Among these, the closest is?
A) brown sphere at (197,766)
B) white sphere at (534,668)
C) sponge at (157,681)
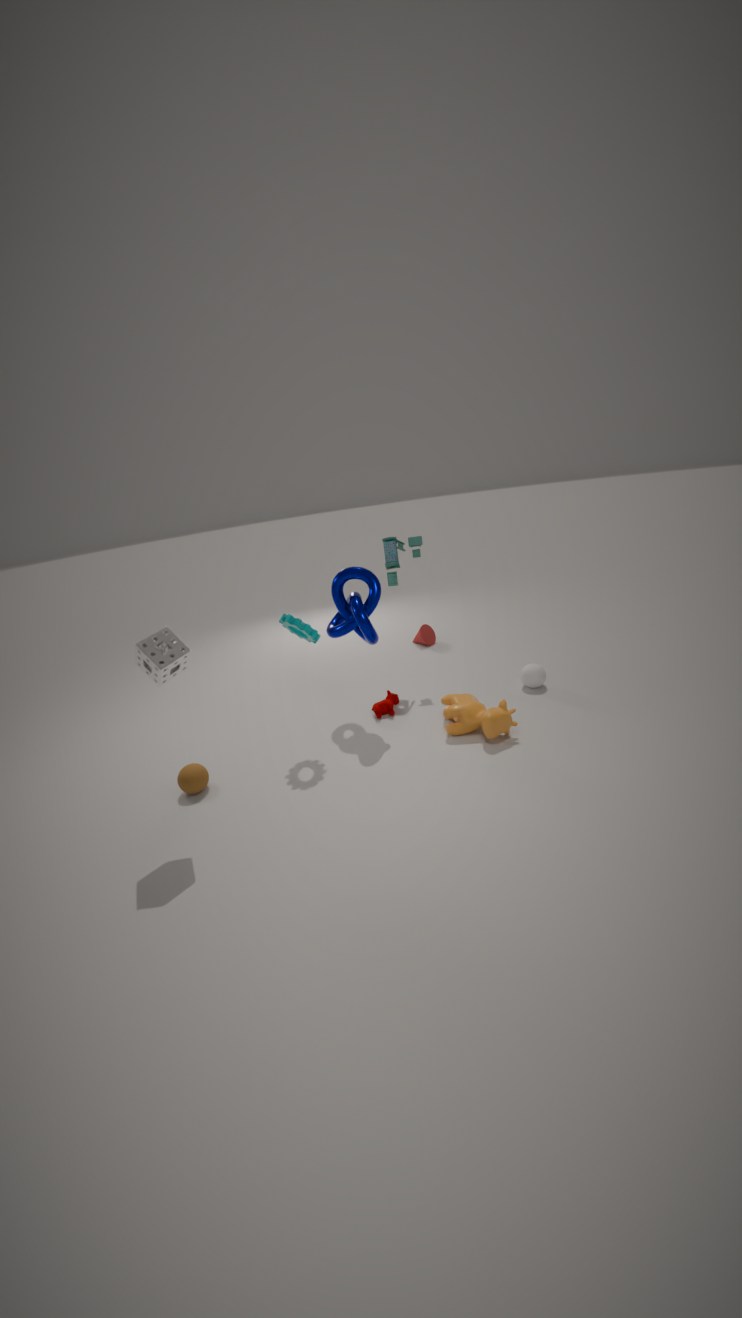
sponge at (157,681)
